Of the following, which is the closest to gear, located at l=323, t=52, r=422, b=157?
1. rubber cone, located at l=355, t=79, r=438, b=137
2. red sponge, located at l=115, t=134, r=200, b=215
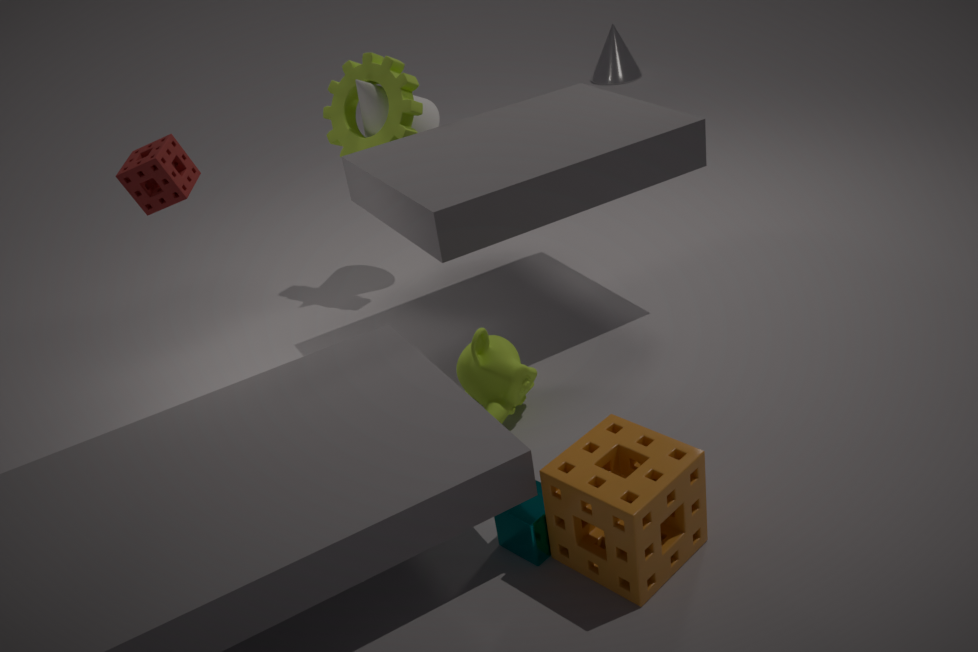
rubber cone, located at l=355, t=79, r=438, b=137
